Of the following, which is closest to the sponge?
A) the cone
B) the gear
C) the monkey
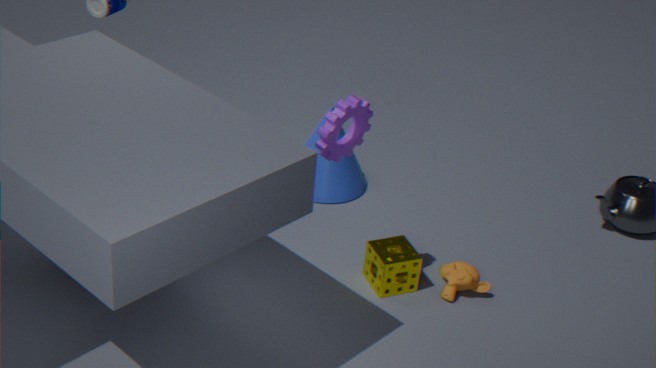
the monkey
